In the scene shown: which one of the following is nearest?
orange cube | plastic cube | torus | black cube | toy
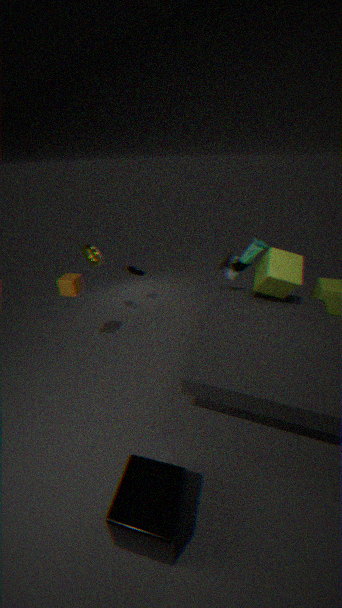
black cube
